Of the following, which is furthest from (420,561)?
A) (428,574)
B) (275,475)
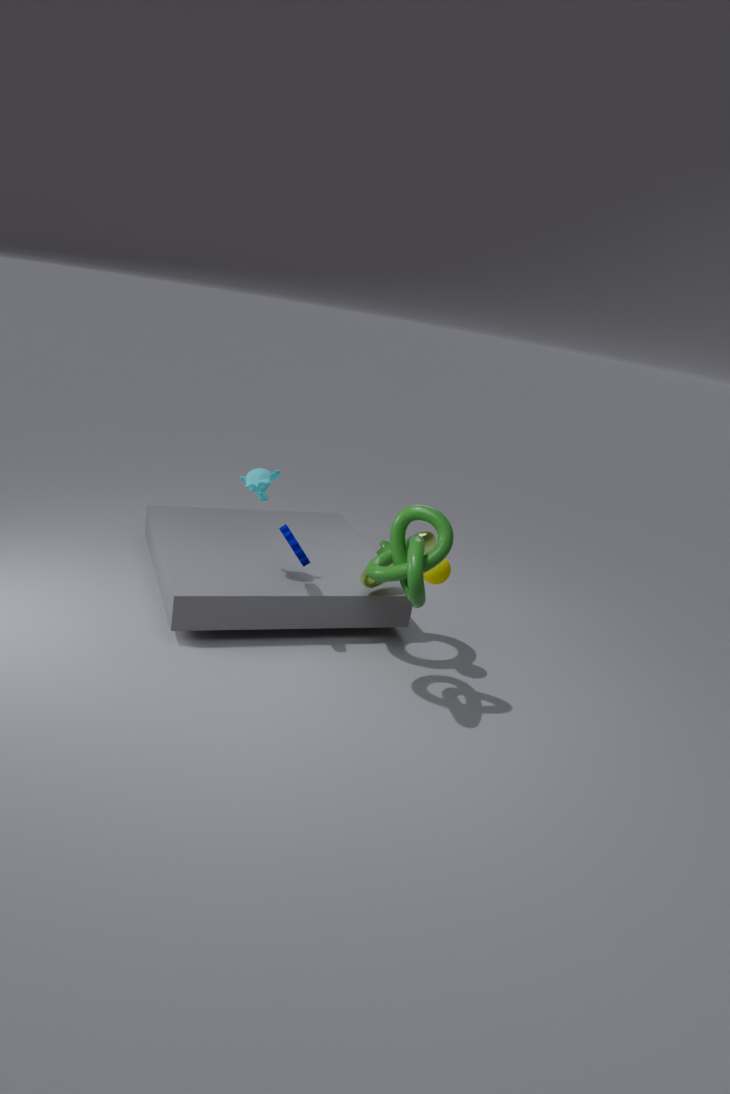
(275,475)
